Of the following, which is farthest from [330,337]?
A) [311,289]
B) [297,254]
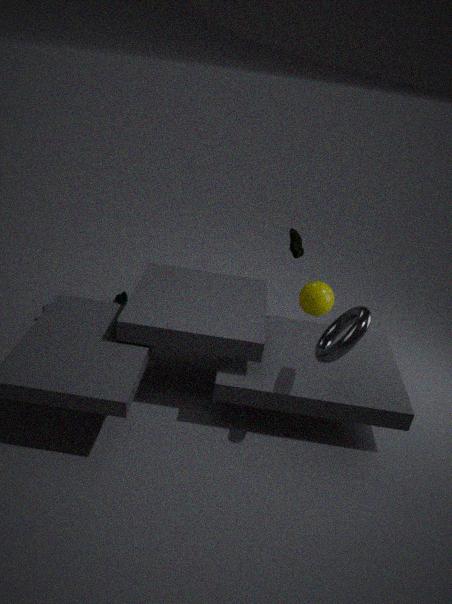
[297,254]
